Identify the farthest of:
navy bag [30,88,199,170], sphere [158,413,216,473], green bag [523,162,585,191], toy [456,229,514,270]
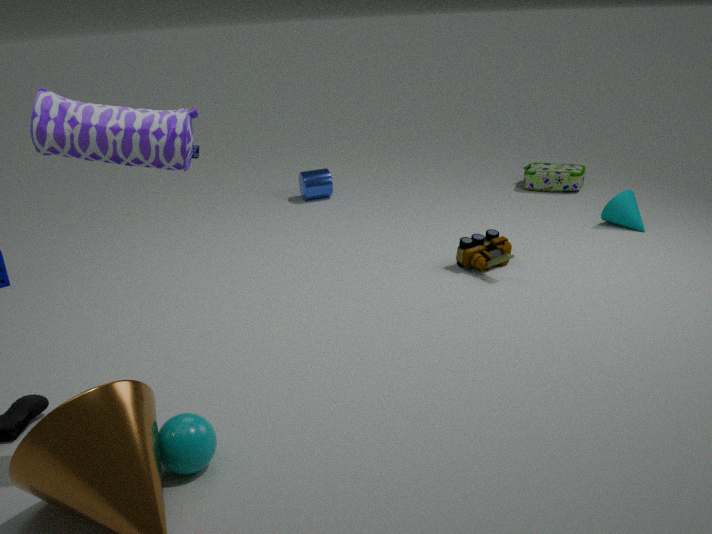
green bag [523,162,585,191]
